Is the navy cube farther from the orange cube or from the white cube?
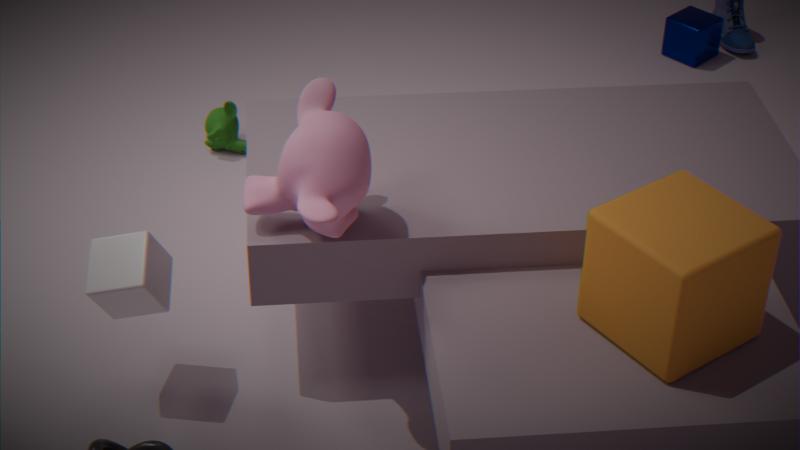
the white cube
